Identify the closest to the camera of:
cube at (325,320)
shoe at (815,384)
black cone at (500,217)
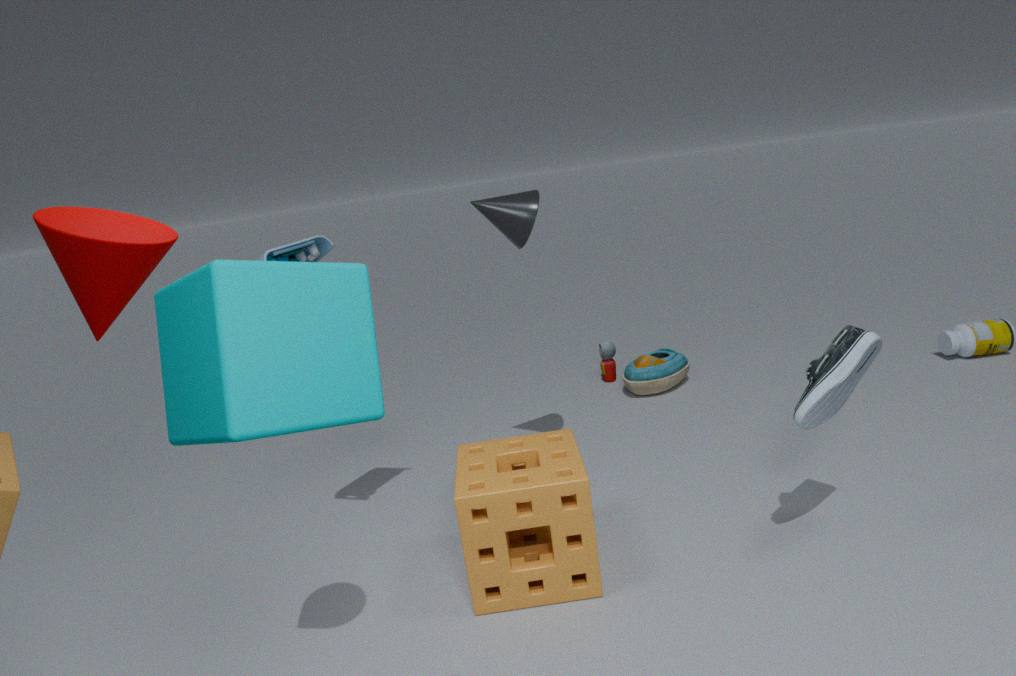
cube at (325,320)
